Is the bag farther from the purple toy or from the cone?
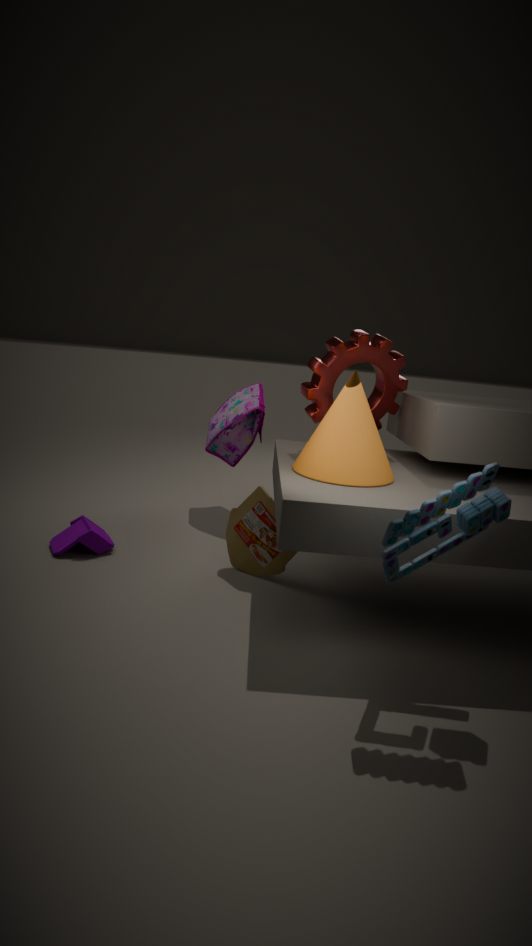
the purple toy
